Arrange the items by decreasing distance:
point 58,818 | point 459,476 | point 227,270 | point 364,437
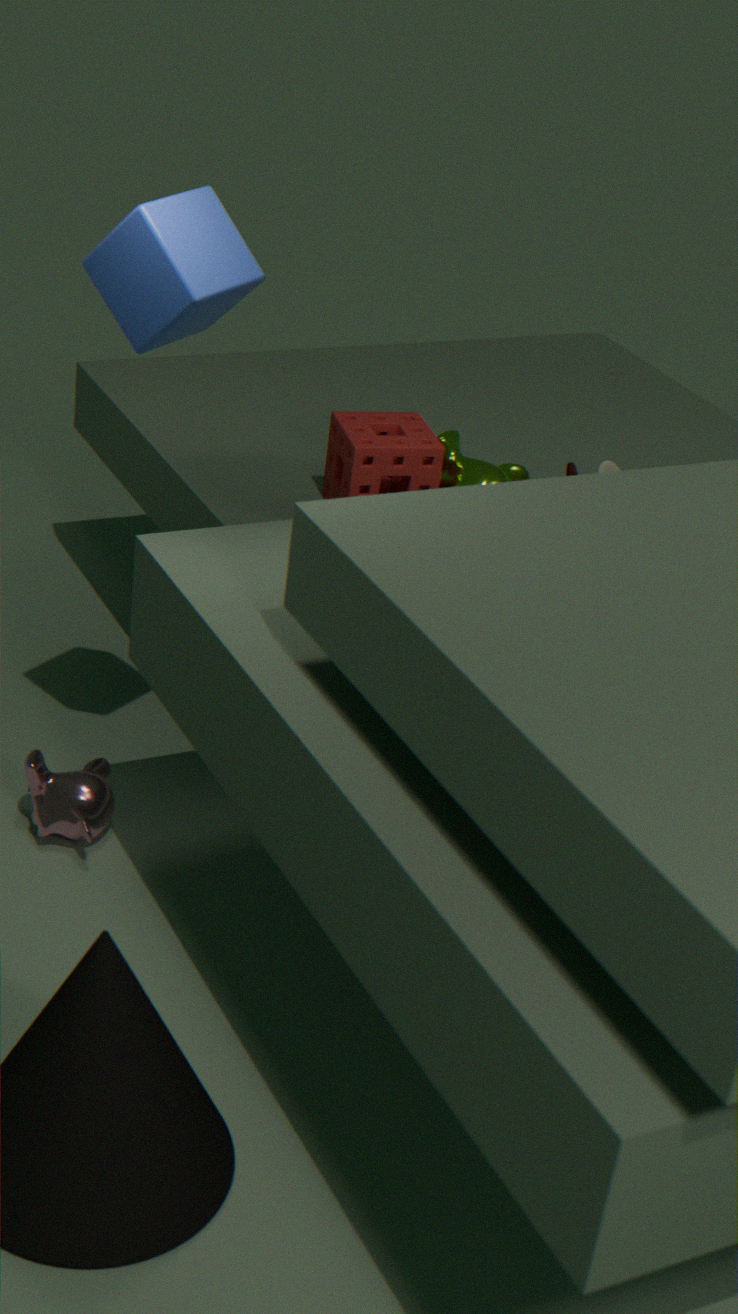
1. point 459,476
2. point 364,437
3. point 58,818
4. point 227,270
